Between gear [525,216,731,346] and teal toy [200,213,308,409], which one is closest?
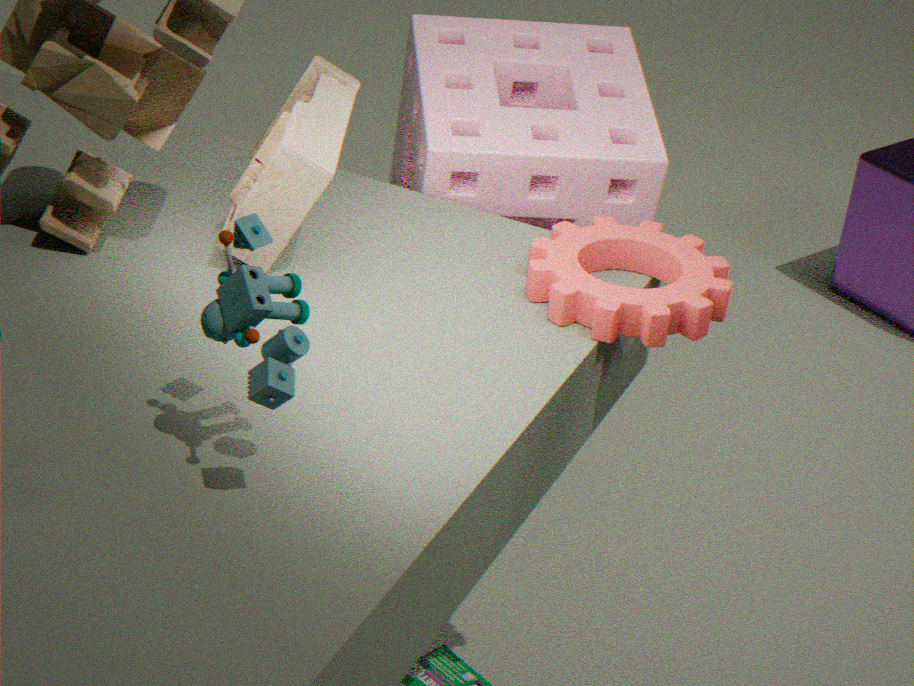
teal toy [200,213,308,409]
